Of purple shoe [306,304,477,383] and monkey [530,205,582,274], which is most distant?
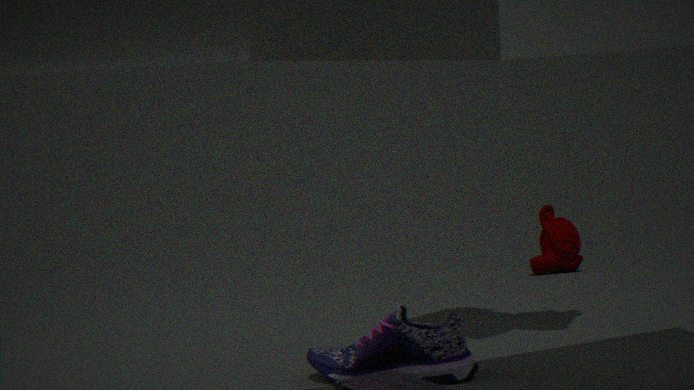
monkey [530,205,582,274]
